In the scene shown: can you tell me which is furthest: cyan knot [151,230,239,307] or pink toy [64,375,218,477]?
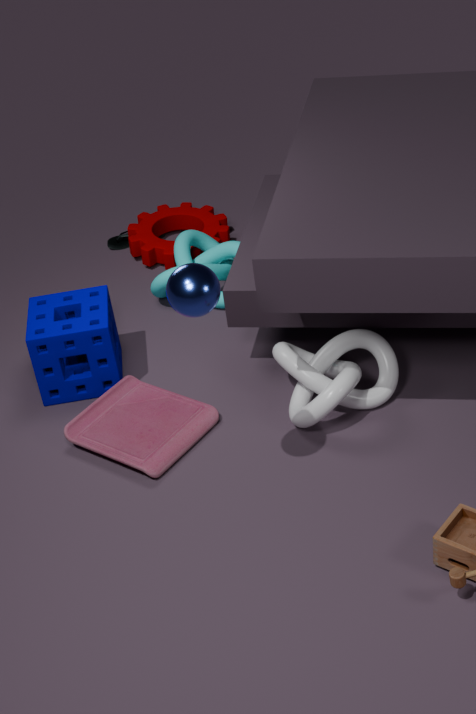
cyan knot [151,230,239,307]
